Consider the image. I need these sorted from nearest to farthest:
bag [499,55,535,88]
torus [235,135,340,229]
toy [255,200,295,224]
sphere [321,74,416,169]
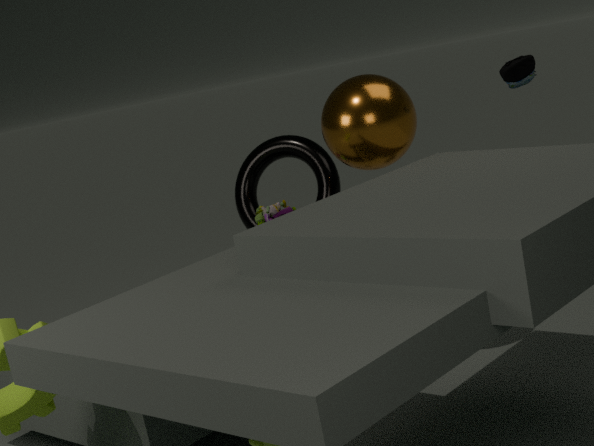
sphere [321,74,416,169] → bag [499,55,535,88] → toy [255,200,295,224] → torus [235,135,340,229]
